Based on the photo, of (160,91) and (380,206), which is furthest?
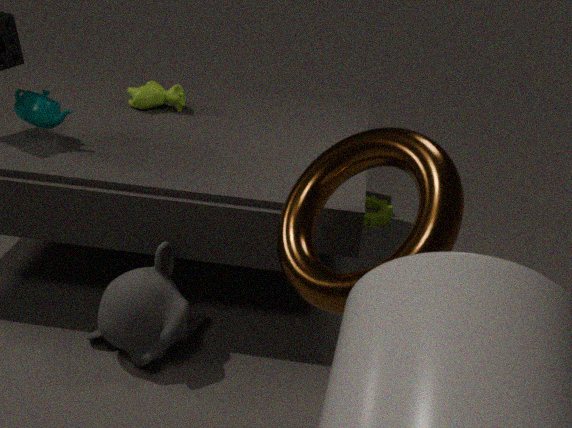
(380,206)
